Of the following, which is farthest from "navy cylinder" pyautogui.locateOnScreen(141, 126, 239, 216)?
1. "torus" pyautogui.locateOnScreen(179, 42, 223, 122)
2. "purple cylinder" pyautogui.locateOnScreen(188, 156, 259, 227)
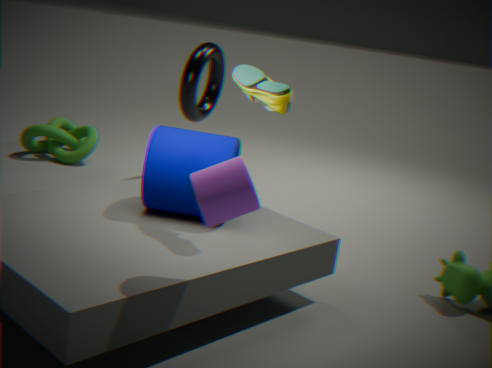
"torus" pyautogui.locateOnScreen(179, 42, 223, 122)
